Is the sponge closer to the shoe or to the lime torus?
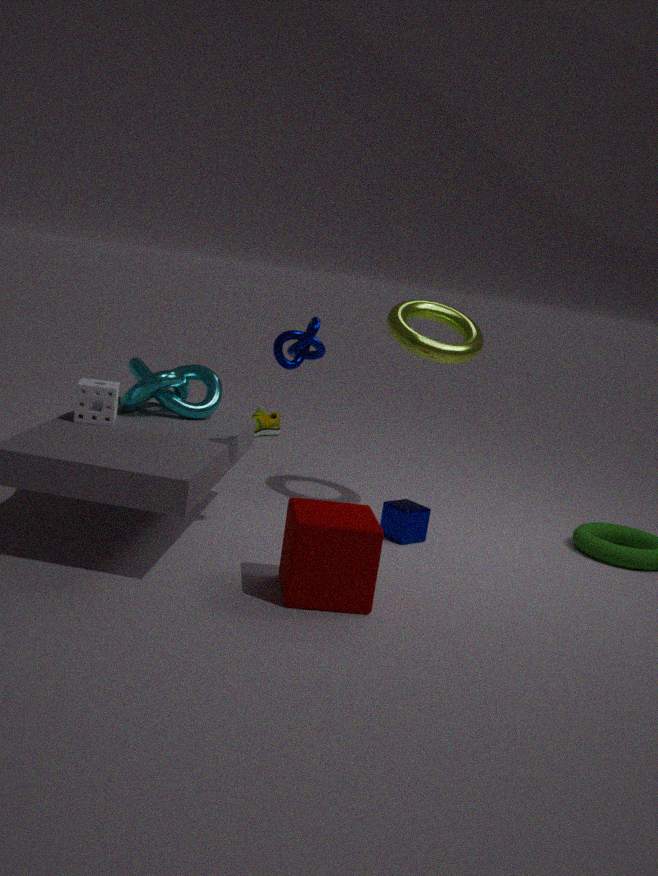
the lime torus
